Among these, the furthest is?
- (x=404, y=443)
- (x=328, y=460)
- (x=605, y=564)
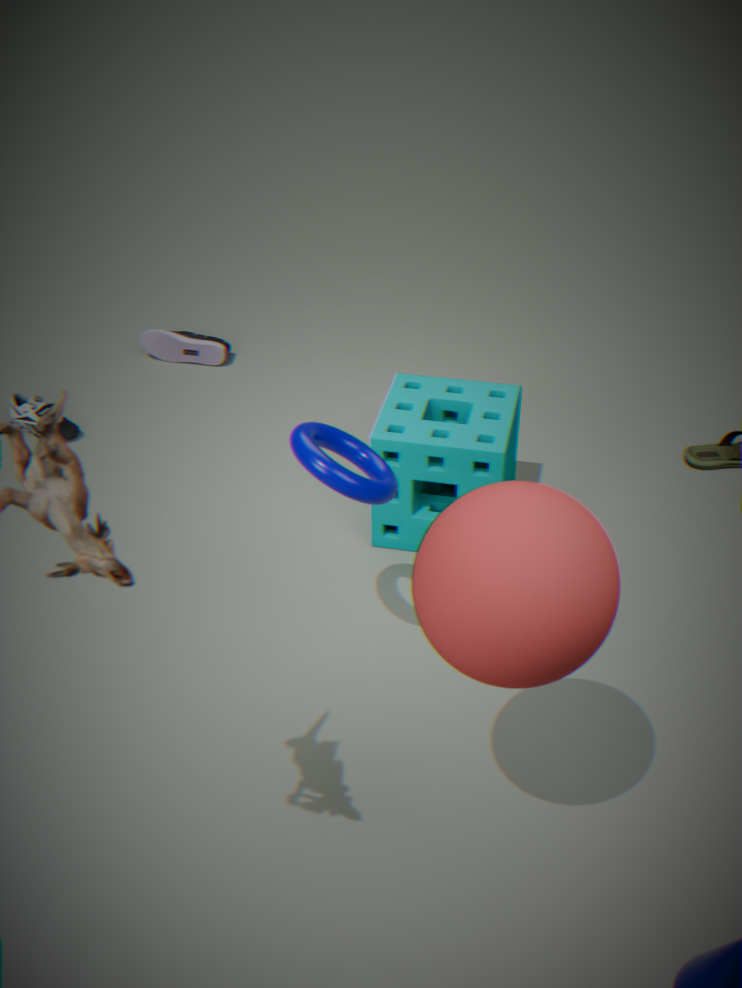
(x=404, y=443)
